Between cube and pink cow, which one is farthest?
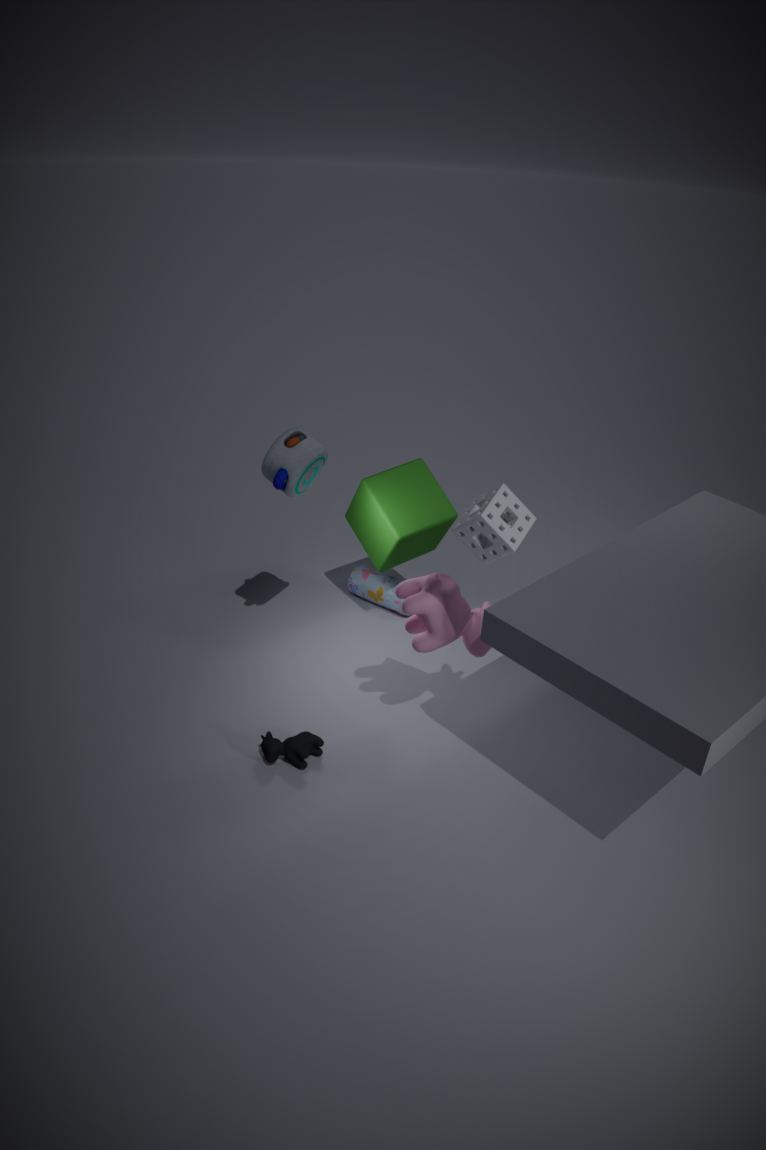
cube
